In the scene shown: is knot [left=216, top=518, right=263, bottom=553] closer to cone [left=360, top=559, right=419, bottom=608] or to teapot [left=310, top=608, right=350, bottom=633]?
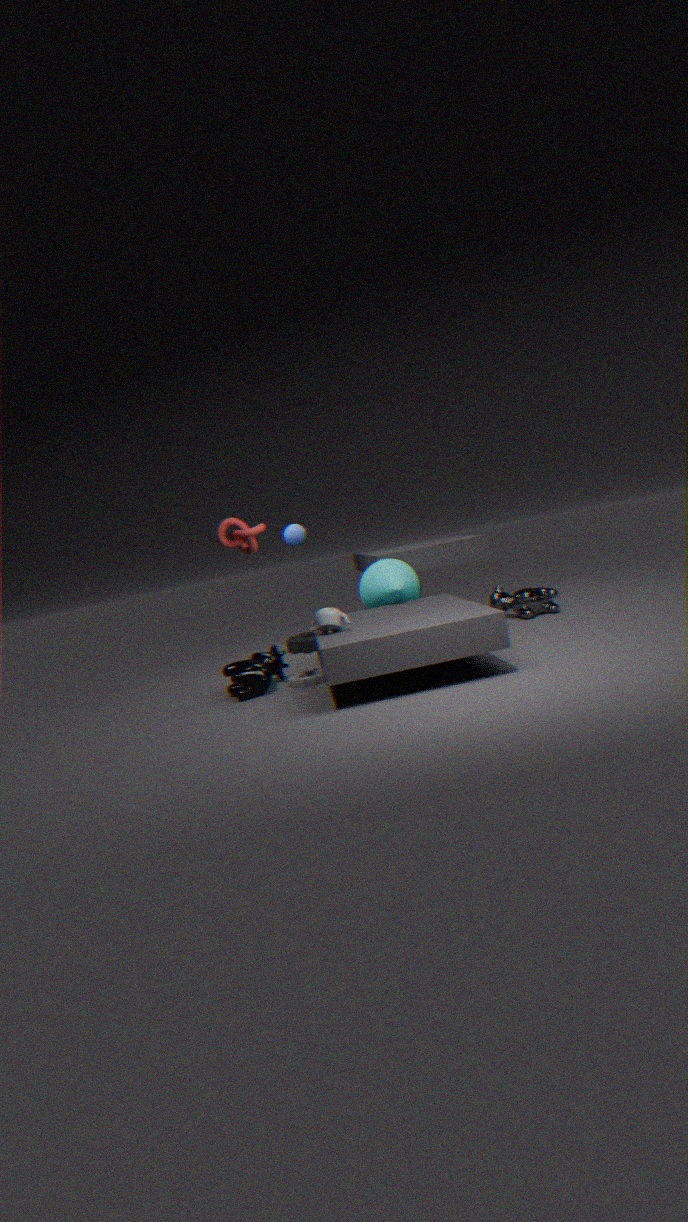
teapot [left=310, top=608, right=350, bottom=633]
